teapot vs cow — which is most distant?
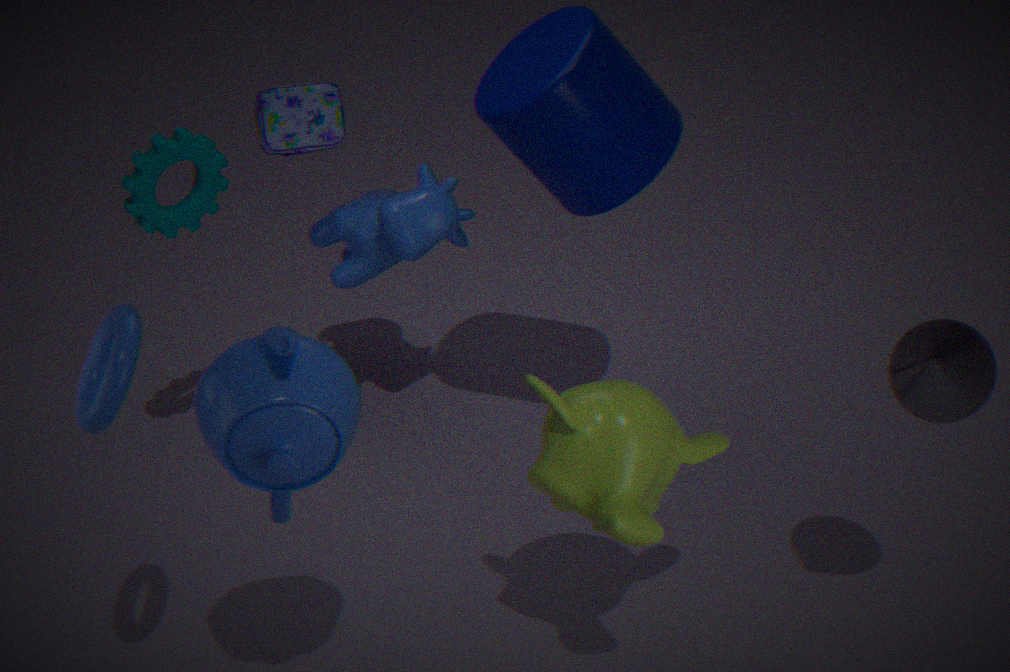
Answer: cow
